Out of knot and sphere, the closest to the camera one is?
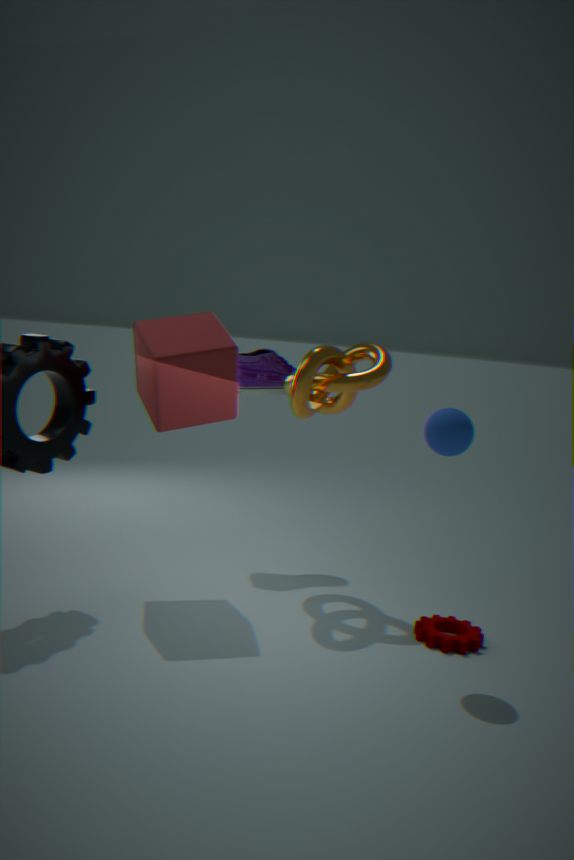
sphere
